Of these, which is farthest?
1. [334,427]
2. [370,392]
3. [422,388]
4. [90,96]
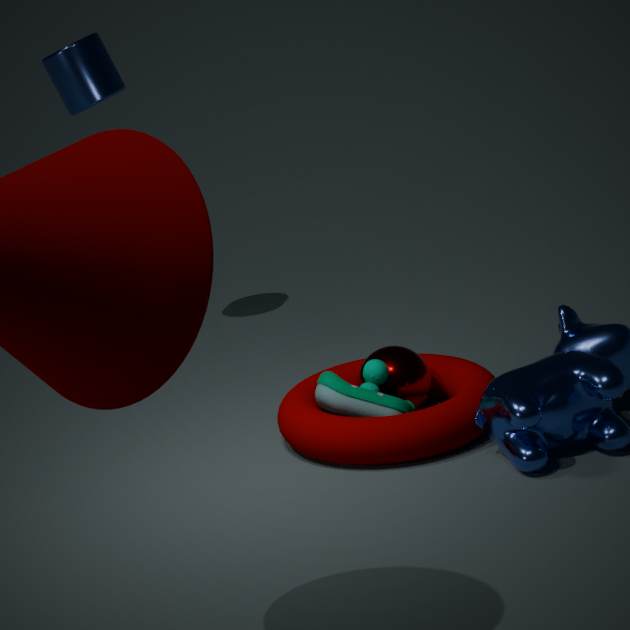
[90,96]
